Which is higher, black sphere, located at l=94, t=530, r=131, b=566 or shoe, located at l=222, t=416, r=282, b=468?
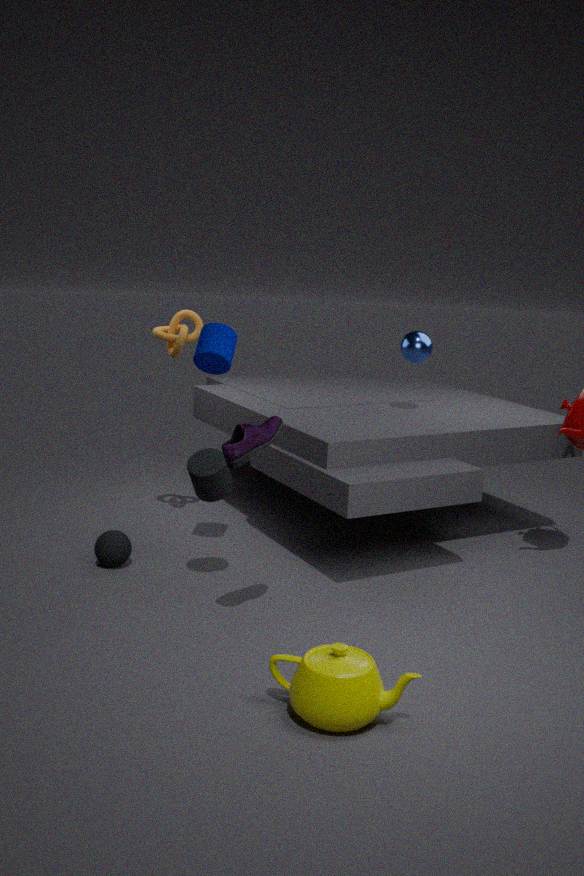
shoe, located at l=222, t=416, r=282, b=468
